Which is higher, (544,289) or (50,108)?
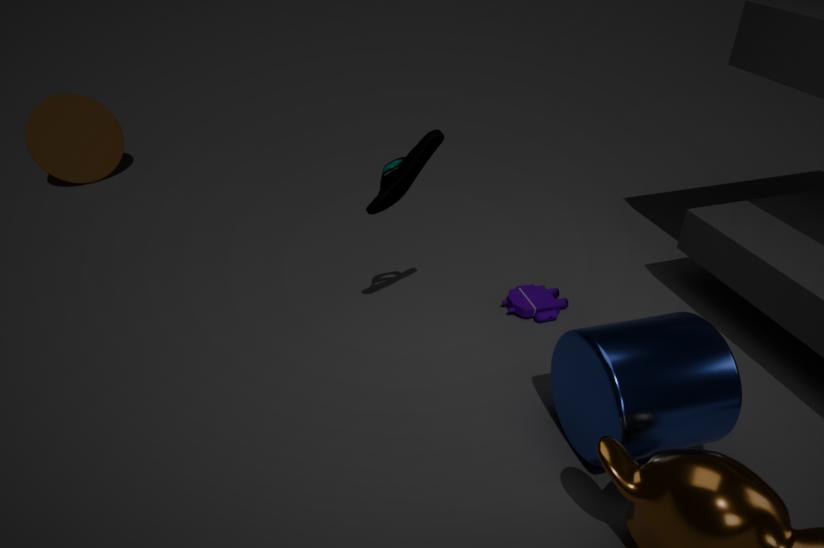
(50,108)
